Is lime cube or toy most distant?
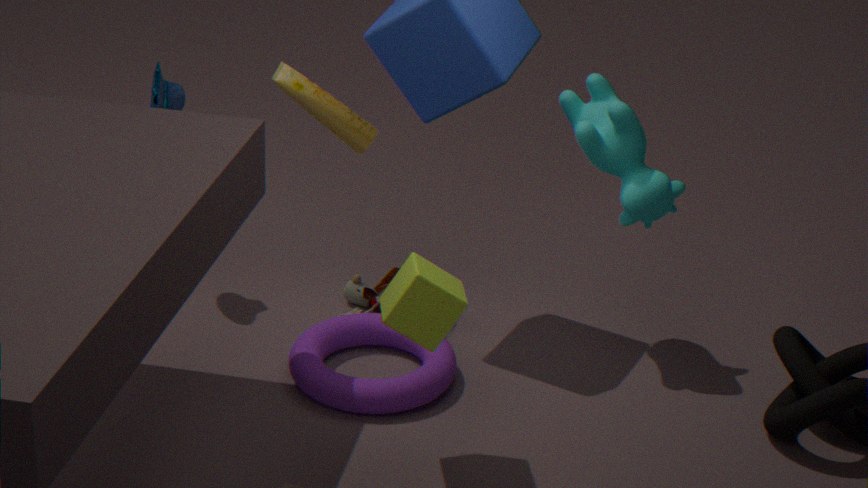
toy
